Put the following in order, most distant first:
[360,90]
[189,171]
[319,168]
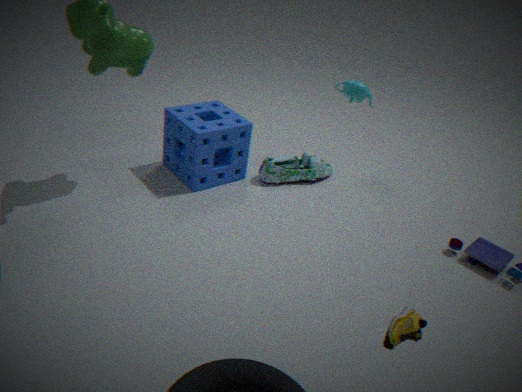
A: [319,168] → [360,90] → [189,171]
